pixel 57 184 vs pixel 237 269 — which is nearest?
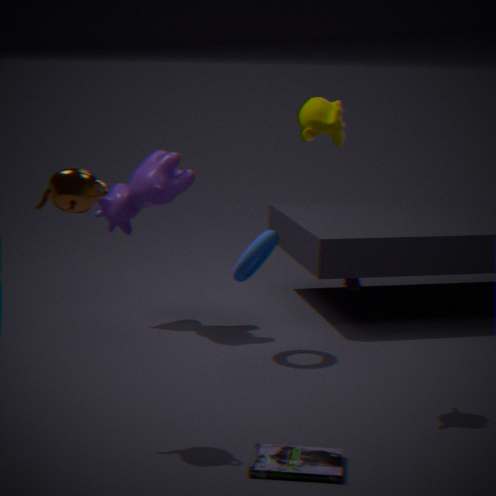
pixel 57 184
